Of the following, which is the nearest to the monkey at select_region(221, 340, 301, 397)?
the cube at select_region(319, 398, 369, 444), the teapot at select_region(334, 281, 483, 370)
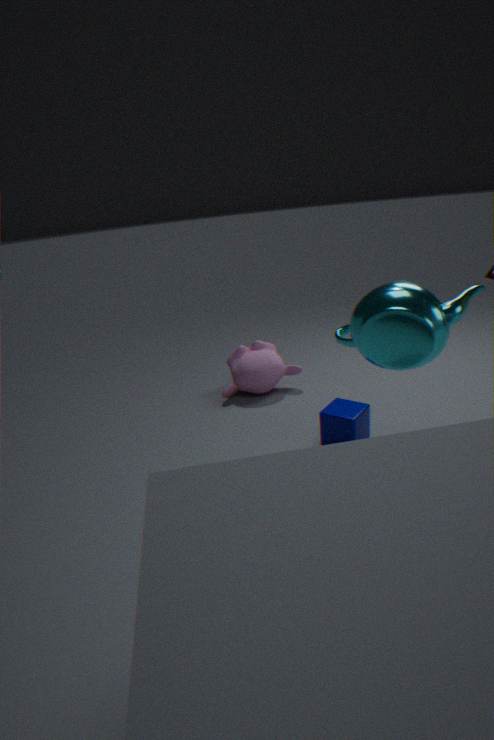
the cube at select_region(319, 398, 369, 444)
